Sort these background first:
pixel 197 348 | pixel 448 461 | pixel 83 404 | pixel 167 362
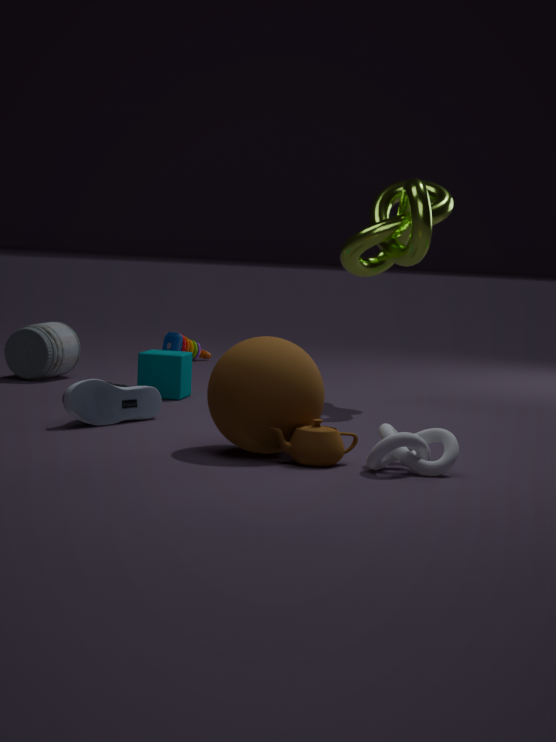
pixel 197 348, pixel 167 362, pixel 83 404, pixel 448 461
